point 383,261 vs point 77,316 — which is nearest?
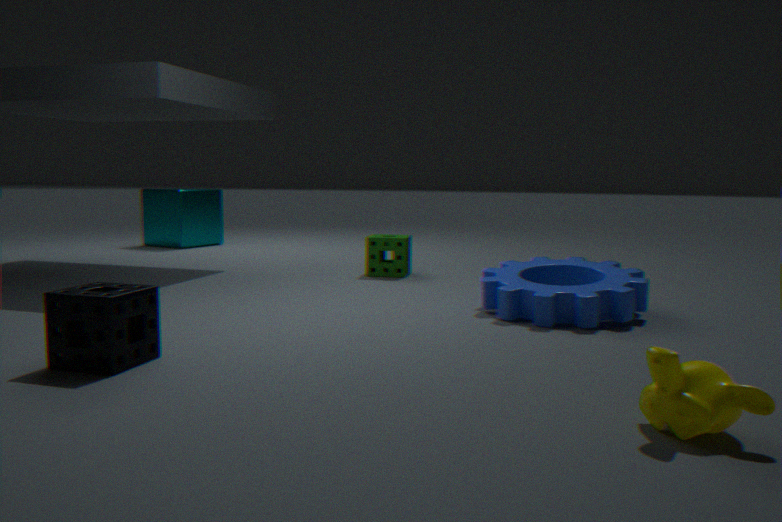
point 77,316
